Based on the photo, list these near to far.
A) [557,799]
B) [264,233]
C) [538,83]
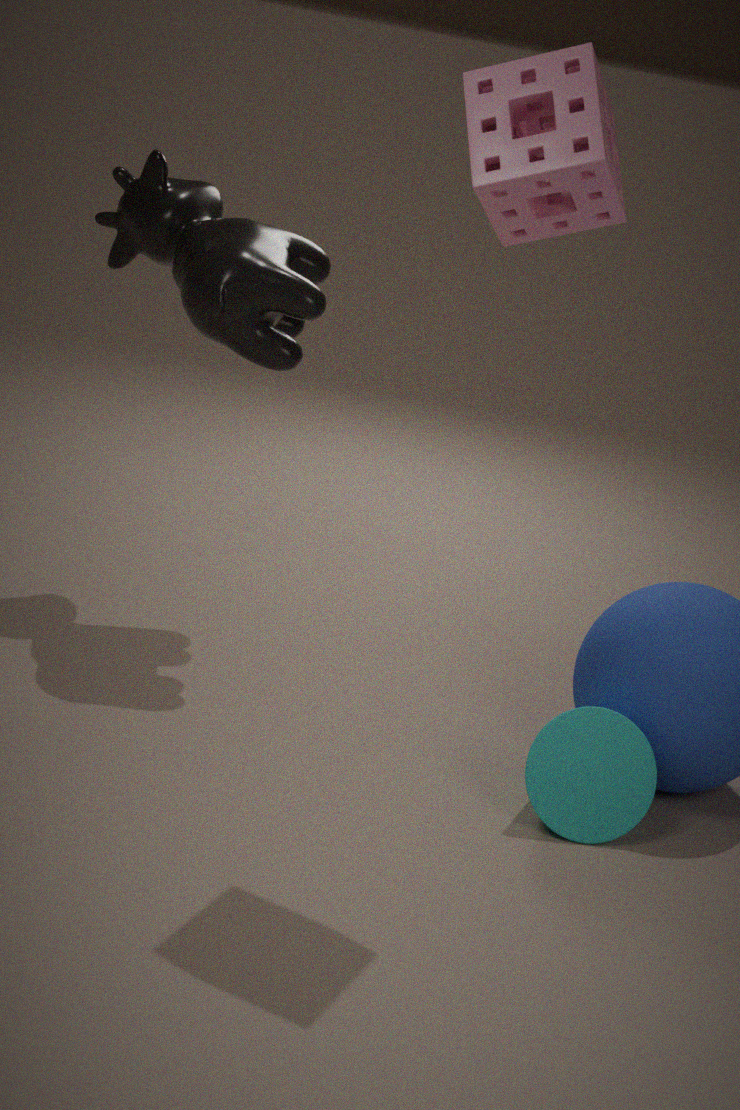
[538,83] < [557,799] < [264,233]
